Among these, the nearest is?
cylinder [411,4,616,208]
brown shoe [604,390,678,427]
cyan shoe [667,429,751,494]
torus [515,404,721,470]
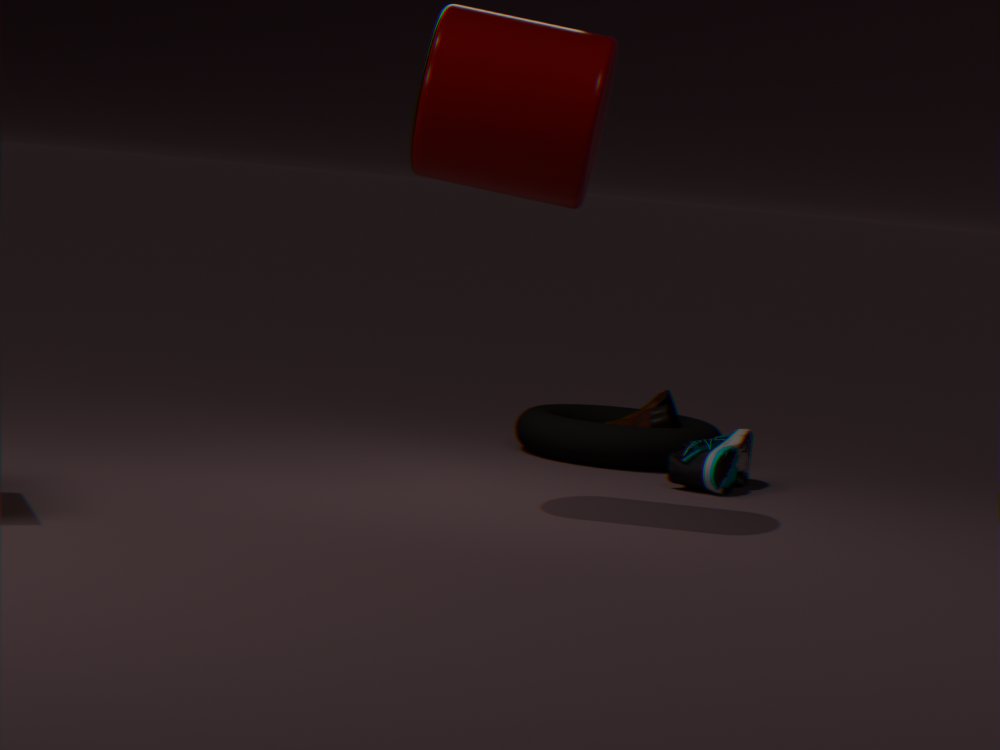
cylinder [411,4,616,208]
